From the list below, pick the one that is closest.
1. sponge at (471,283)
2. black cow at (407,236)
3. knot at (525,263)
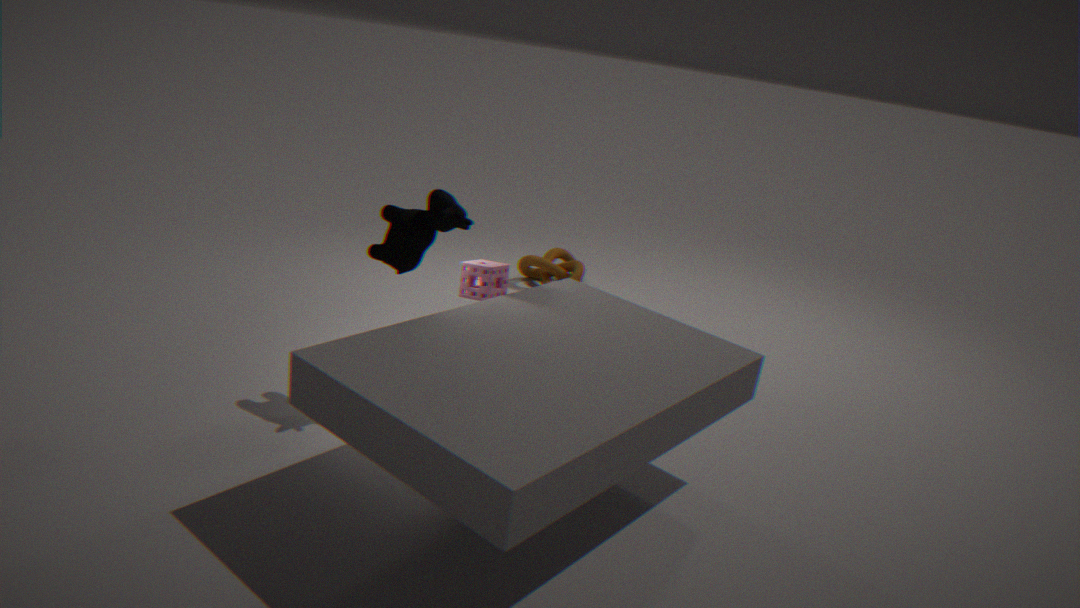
black cow at (407,236)
